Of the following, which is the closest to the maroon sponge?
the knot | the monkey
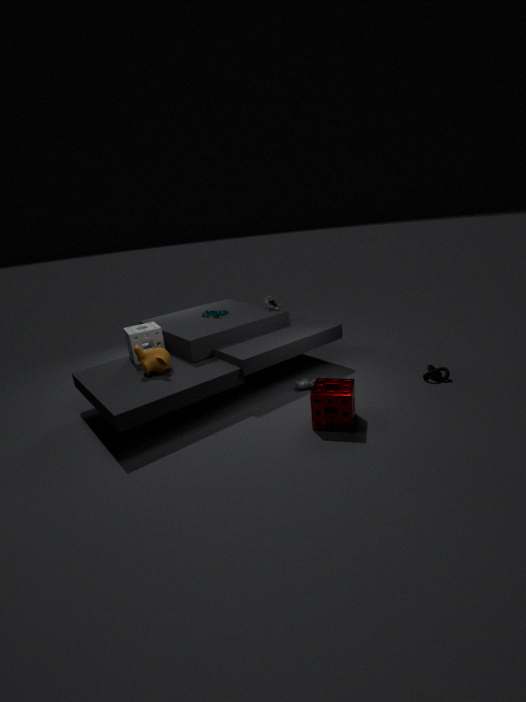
the knot
